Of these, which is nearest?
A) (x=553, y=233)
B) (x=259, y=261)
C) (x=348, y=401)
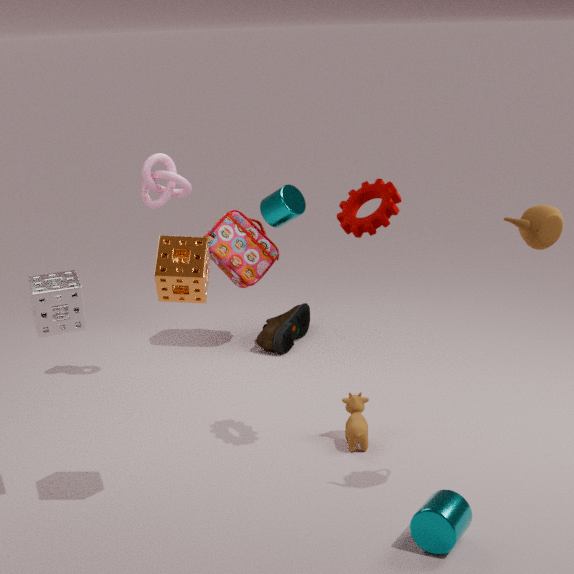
(x=553, y=233)
